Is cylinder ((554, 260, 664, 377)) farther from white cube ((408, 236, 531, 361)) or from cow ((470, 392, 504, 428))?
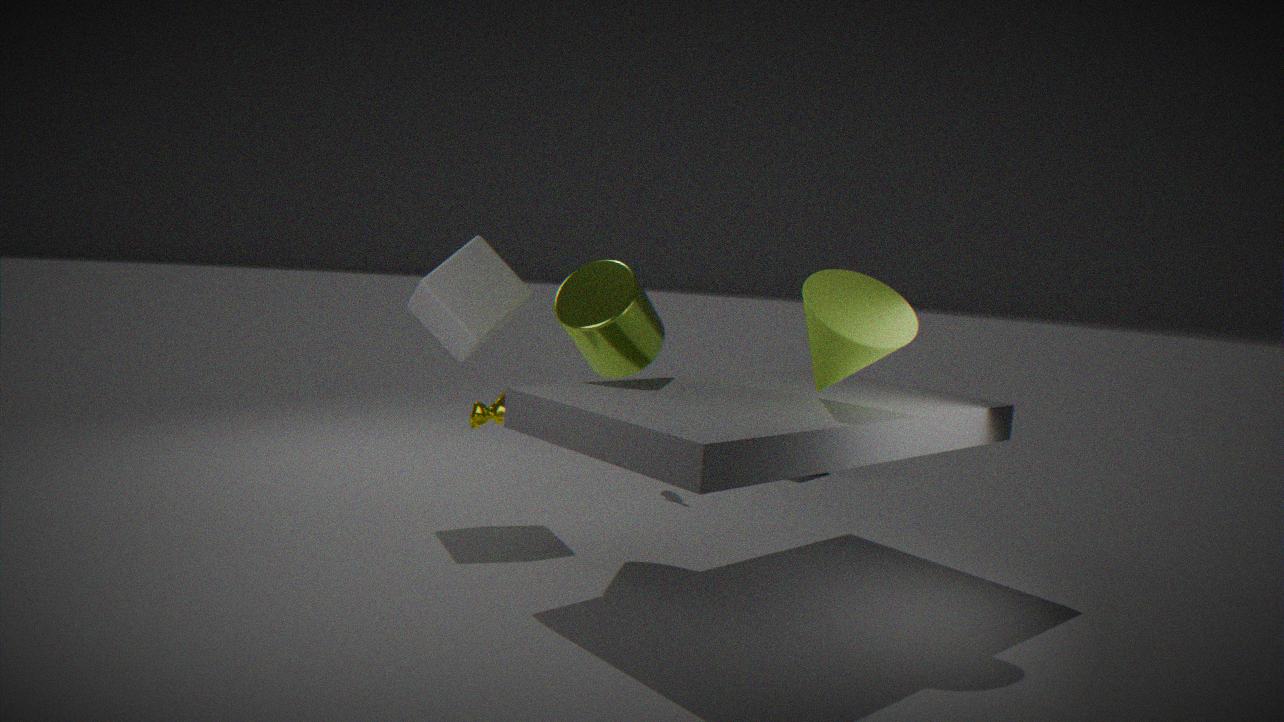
cow ((470, 392, 504, 428))
